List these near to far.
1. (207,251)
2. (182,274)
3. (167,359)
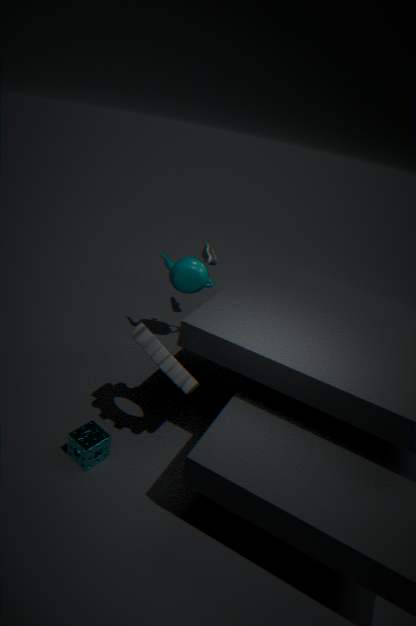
1. (167,359)
2. (182,274)
3. (207,251)
